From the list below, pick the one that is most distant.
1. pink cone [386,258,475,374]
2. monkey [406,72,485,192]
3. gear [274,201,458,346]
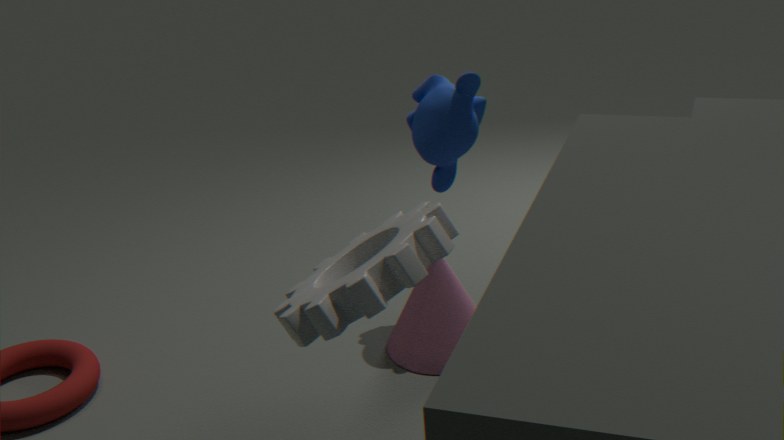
pink cone [386,258,475,374]
